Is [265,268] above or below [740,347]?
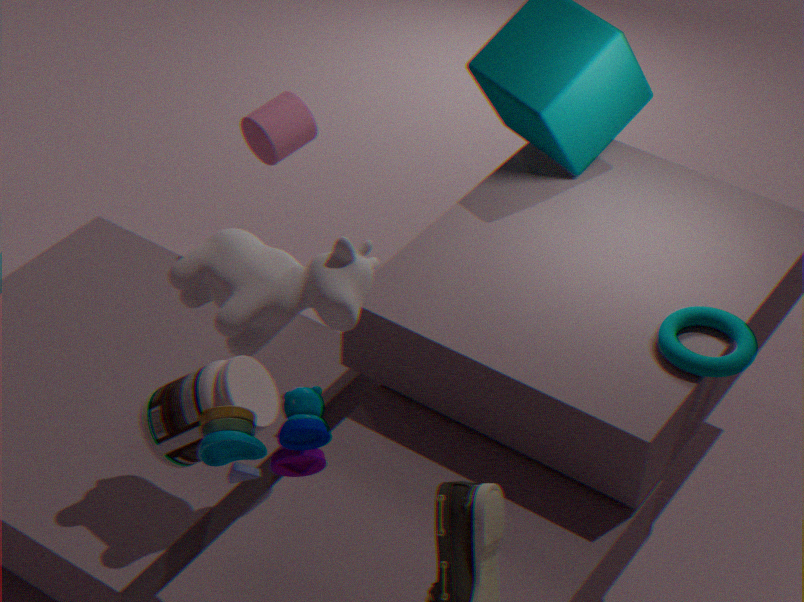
above
